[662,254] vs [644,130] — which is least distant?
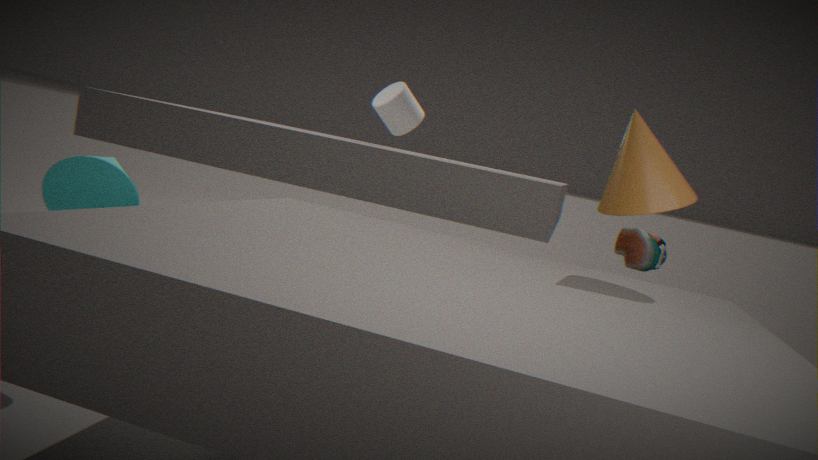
[644,130]
